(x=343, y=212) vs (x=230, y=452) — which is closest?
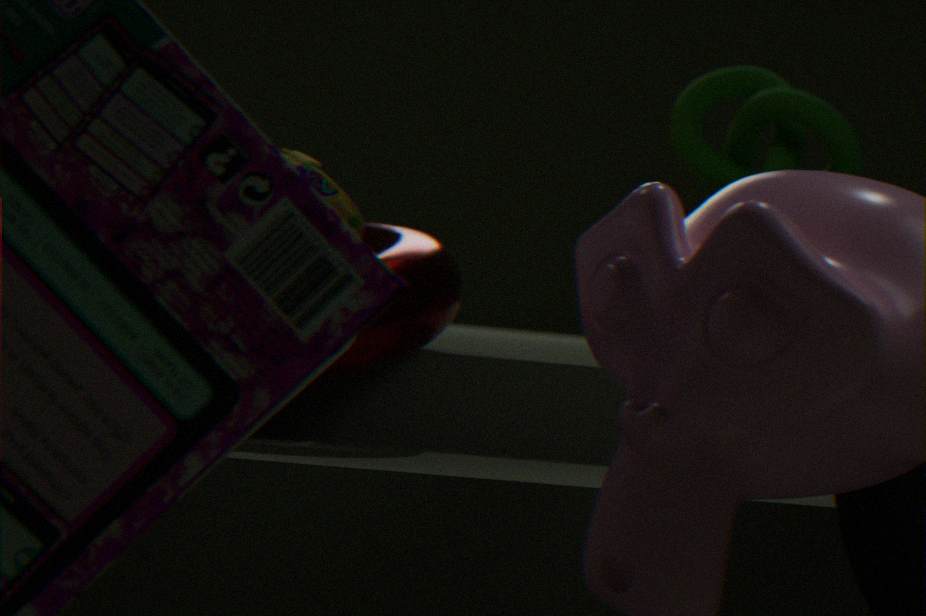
(x=230, y=452)
